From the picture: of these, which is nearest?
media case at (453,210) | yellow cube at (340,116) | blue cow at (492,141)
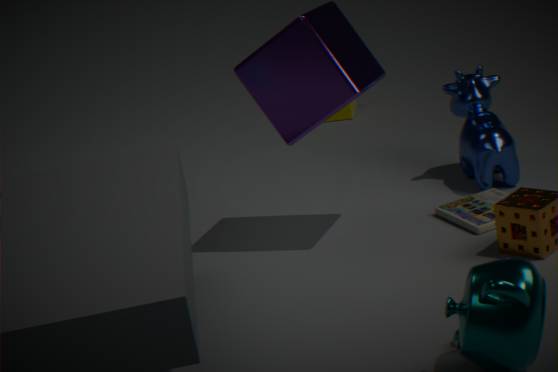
media case at (453,210)
